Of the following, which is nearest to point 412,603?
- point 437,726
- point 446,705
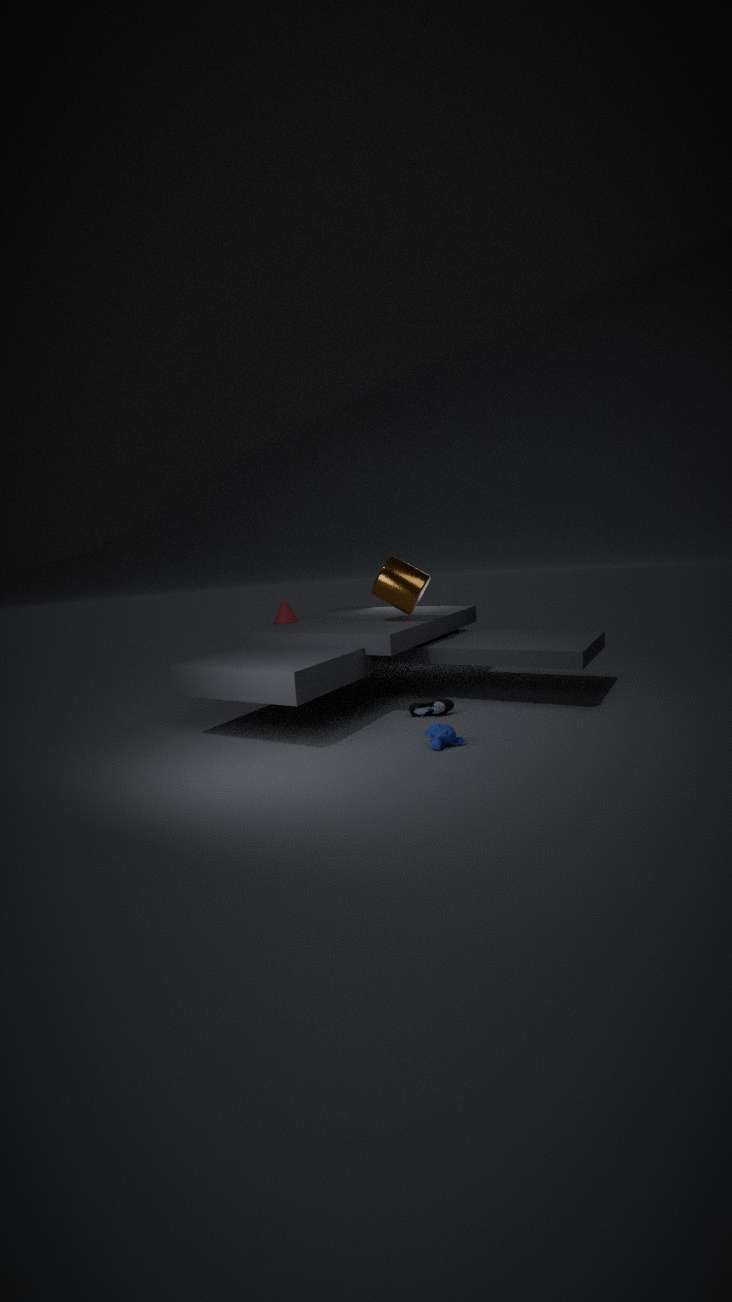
point 446,705
